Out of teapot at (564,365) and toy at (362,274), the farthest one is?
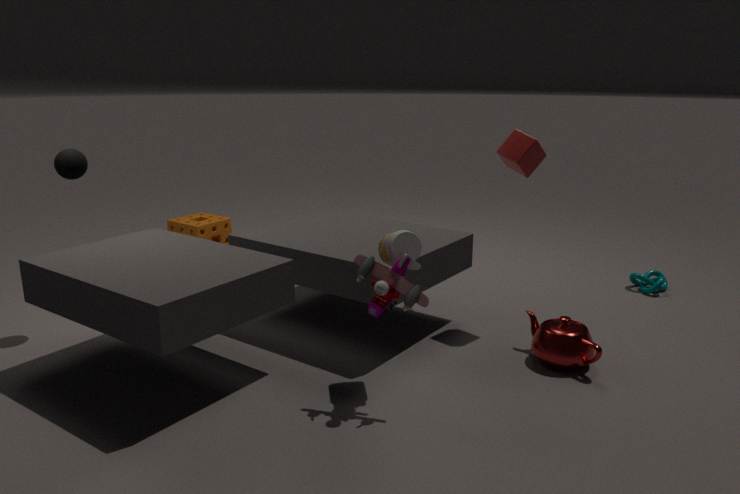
teapot at (564,365)
